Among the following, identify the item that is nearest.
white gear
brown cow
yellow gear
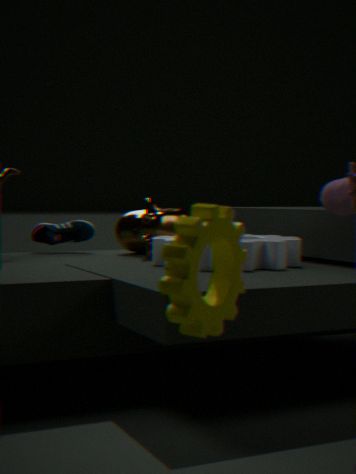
yellow gear
